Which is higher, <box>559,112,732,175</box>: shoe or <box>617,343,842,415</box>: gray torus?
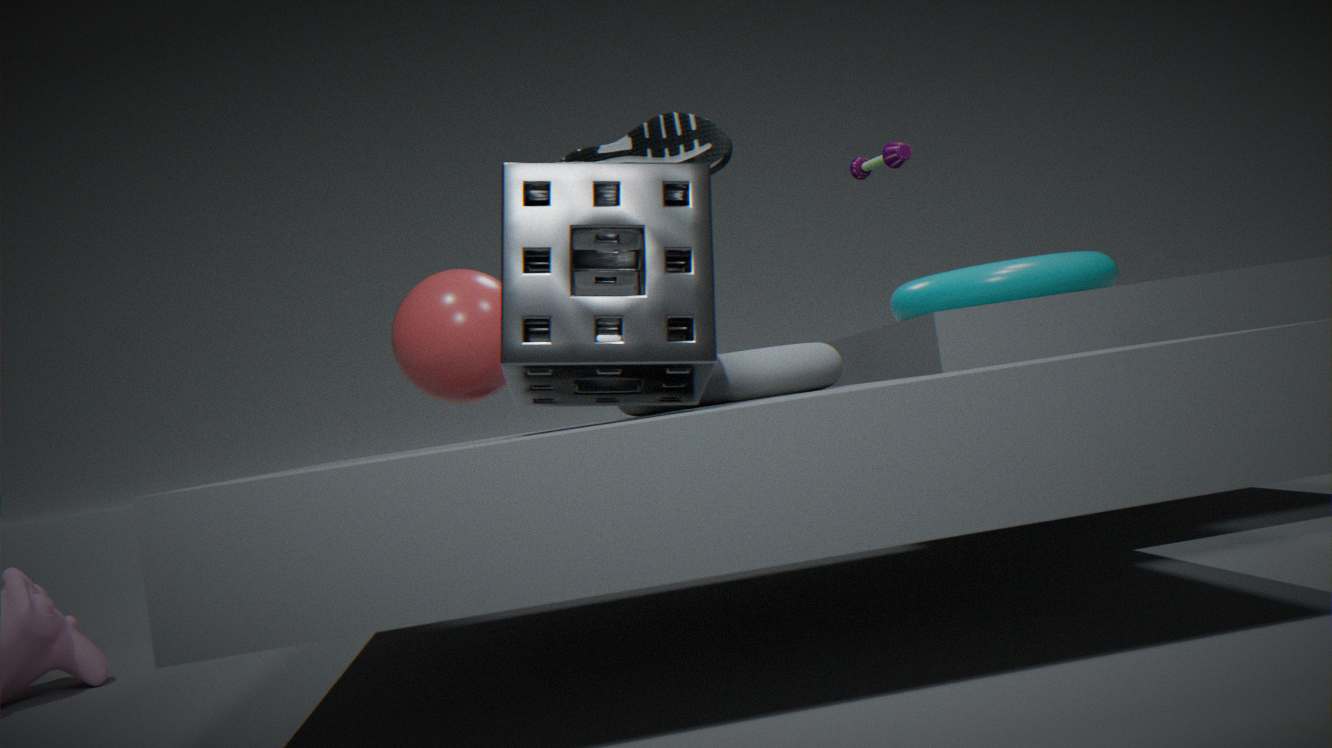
<box>559,112,732,175</box>: shoe
